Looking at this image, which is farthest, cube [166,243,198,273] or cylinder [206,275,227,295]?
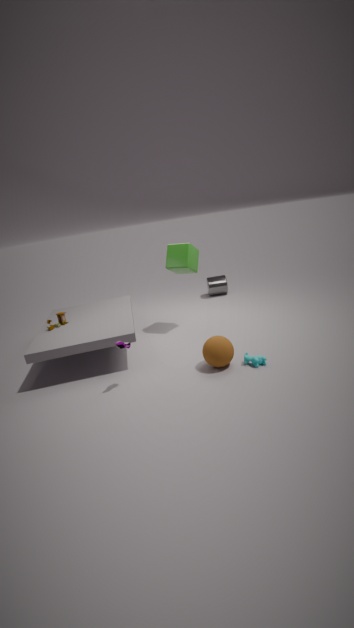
cylinder [206,275,227,295]
